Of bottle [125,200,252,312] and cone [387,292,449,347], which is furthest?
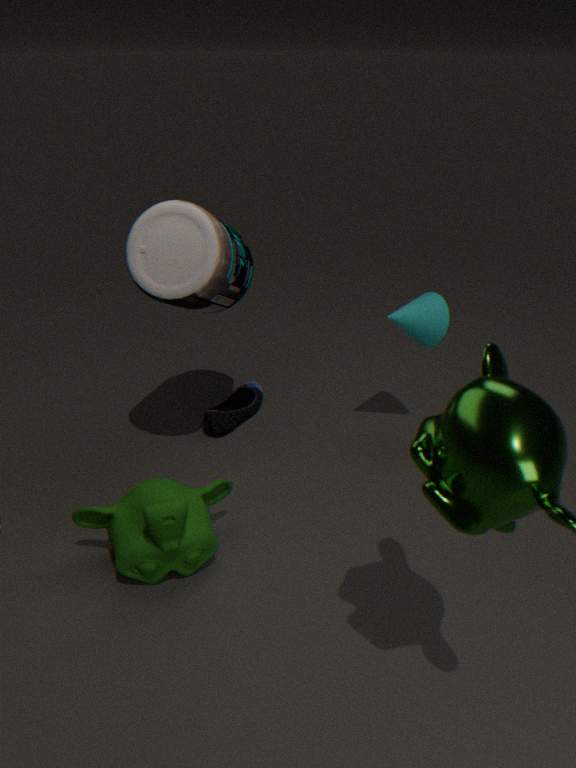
cone [387,292,449,347]
